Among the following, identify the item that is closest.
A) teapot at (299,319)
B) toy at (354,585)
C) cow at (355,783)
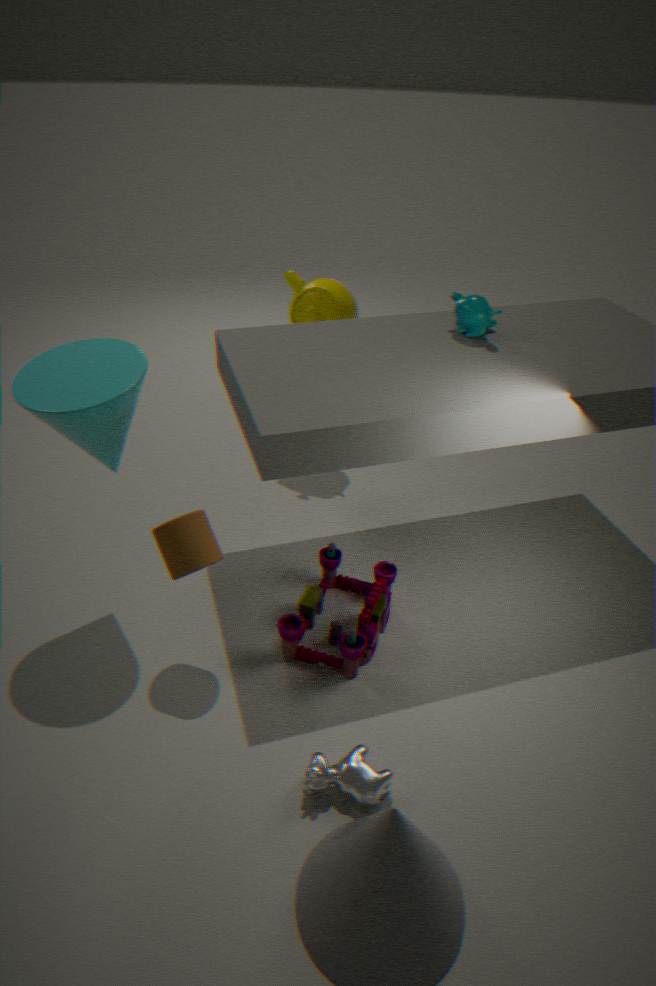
cow at (355,783)
